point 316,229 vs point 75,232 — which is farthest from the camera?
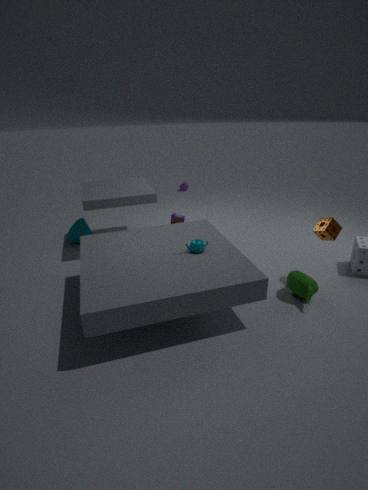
point 75,232
